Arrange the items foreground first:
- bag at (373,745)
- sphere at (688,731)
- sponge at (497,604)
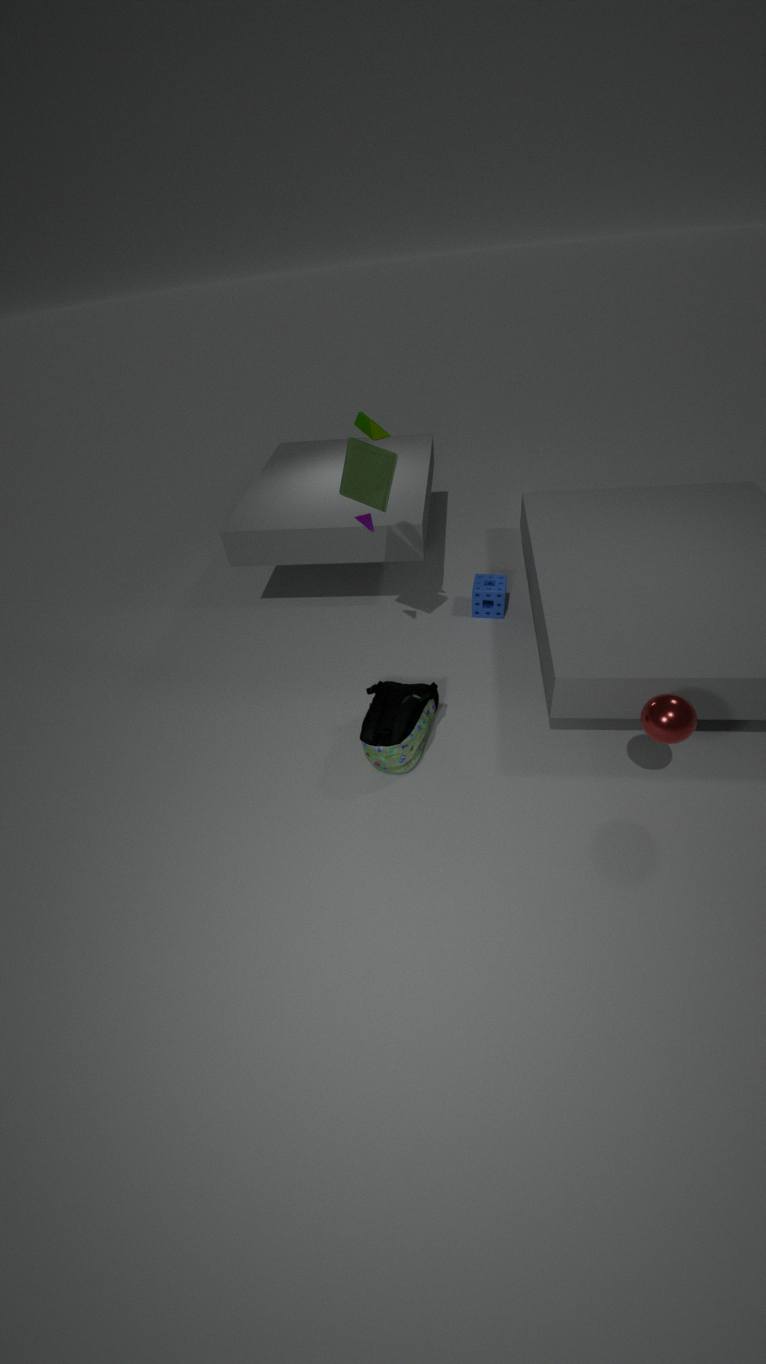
sphere at (688,731), bag at (373,745), sponge at (497,604)
